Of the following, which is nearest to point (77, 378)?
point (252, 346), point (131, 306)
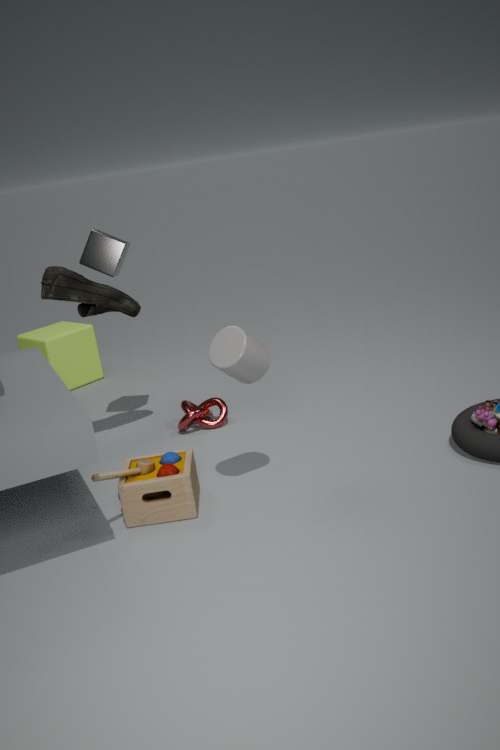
point (131, 306)
